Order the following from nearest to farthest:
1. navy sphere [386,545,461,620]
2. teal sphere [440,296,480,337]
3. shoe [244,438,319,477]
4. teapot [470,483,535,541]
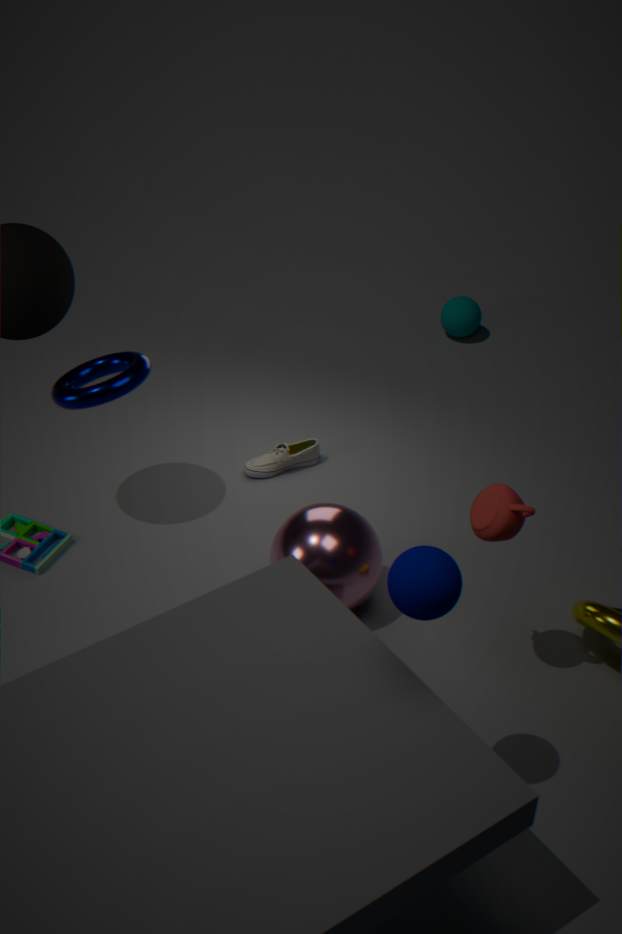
navy sphere [386,545,461,620] → teapot [470,483,535,541] → shoe [244,438,319,477] → teal sphere [440,296,480,337]
